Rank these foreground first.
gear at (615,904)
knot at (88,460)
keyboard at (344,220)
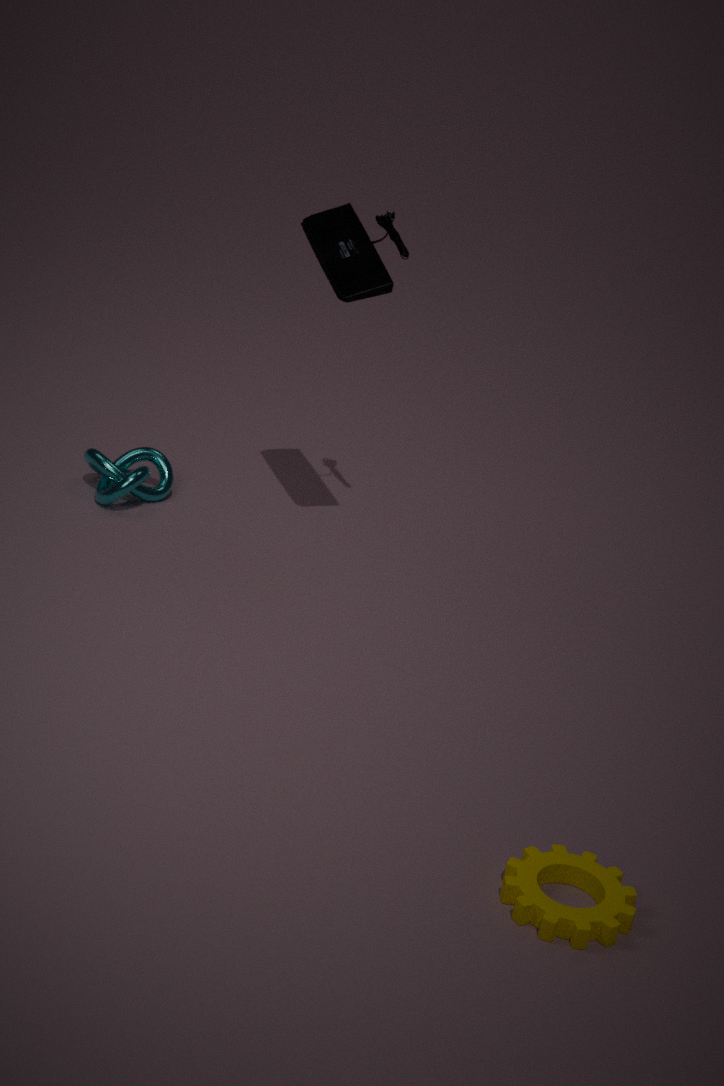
1. gear at (615,904)
2. keyboard at (344,220)
3. knot at (88,460)
